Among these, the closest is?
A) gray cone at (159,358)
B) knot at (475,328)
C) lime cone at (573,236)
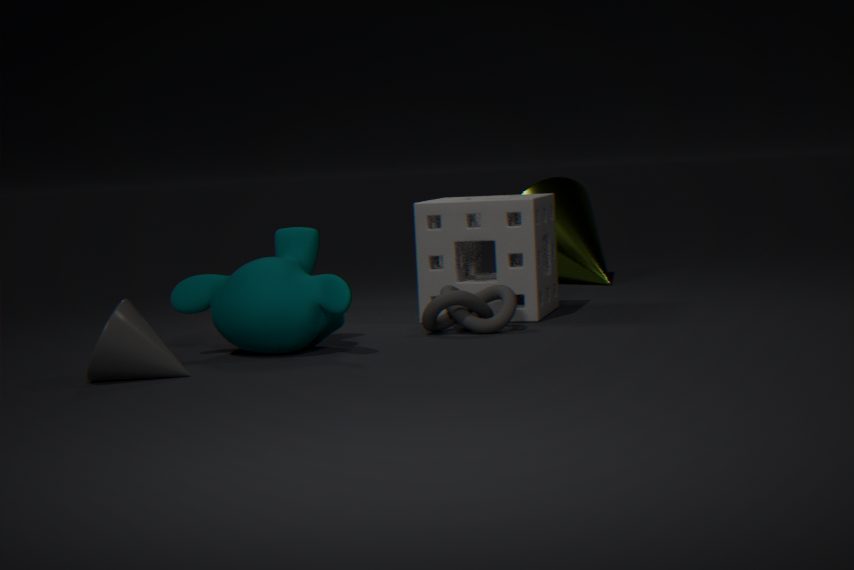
gray cone at (159,358)
